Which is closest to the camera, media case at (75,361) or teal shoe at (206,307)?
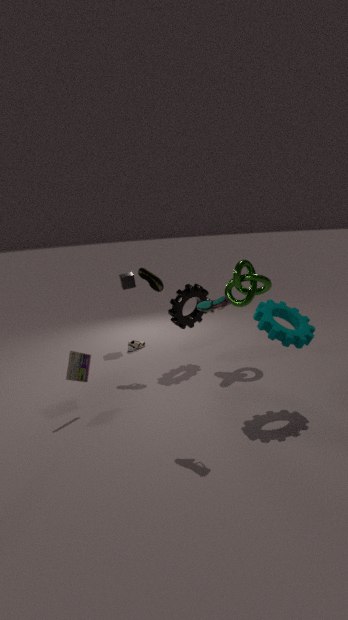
teal shoe at (206,307)
